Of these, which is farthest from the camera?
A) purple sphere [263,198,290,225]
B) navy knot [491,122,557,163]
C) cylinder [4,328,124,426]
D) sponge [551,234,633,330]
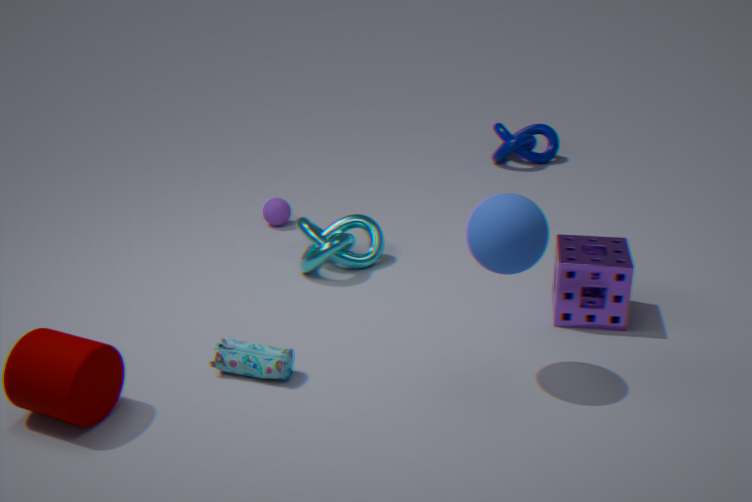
navy knot [491,122,557,163]
